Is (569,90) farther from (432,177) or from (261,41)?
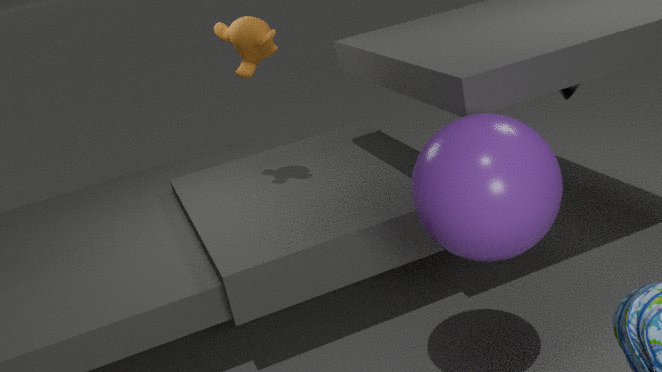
(261,41)
